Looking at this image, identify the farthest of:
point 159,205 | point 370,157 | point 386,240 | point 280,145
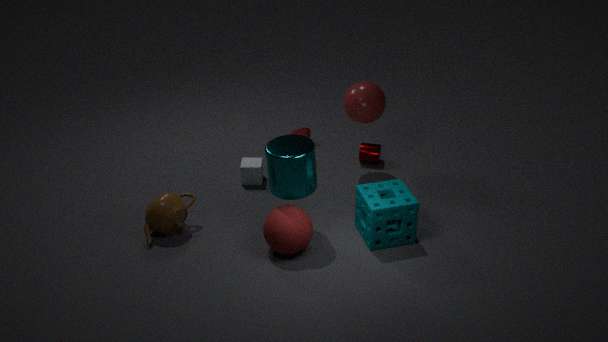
point 370,157
